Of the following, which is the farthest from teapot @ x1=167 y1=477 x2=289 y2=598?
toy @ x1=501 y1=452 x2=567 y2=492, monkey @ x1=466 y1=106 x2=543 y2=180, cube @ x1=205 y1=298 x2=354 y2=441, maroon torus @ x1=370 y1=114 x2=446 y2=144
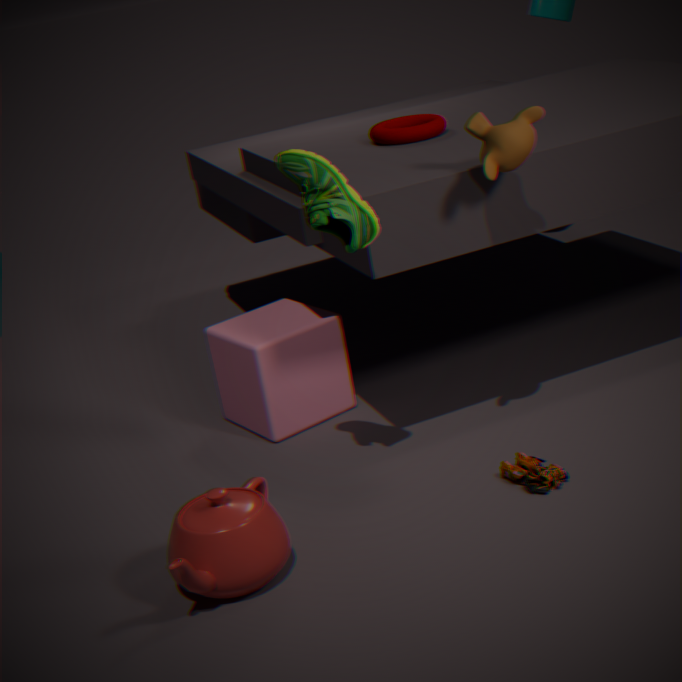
maroon torus @ x1=370 y1=114 x2=446 y2=144
